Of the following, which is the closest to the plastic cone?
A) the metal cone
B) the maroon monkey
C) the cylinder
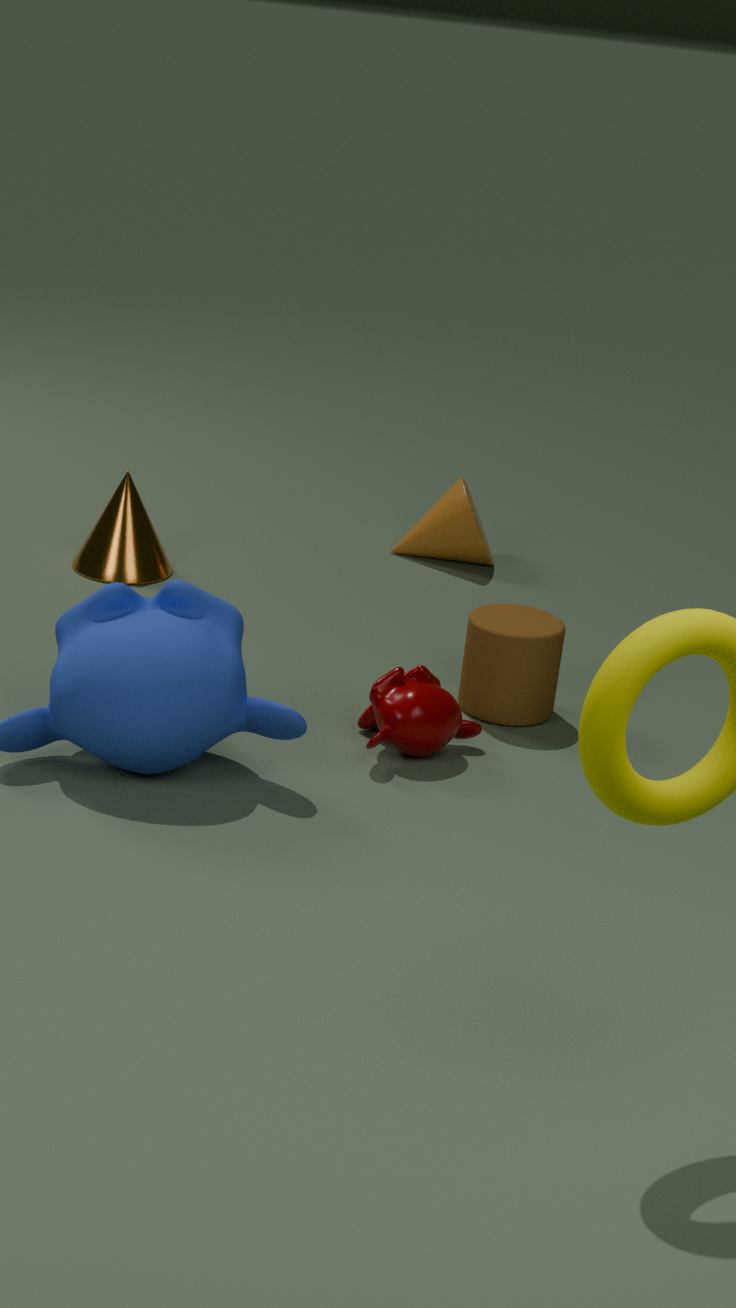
the metal cone
